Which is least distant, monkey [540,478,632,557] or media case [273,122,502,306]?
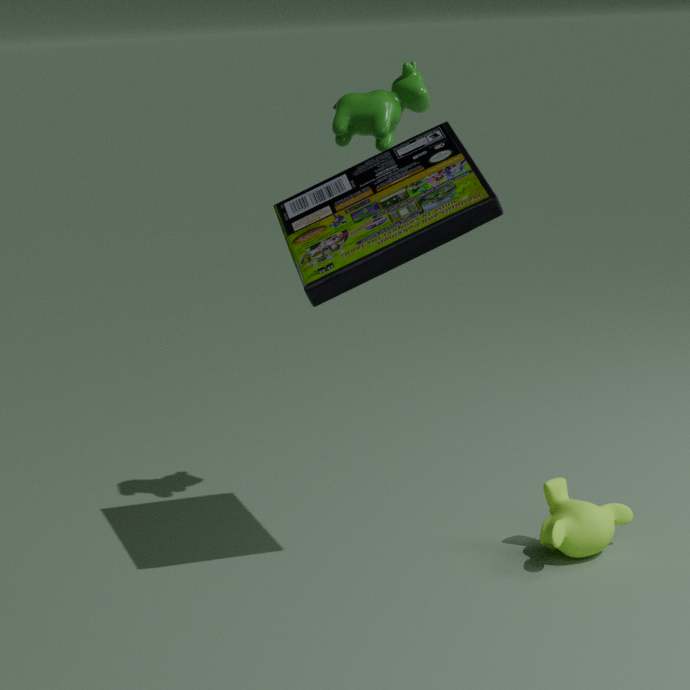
media case [273,122,502,306]
